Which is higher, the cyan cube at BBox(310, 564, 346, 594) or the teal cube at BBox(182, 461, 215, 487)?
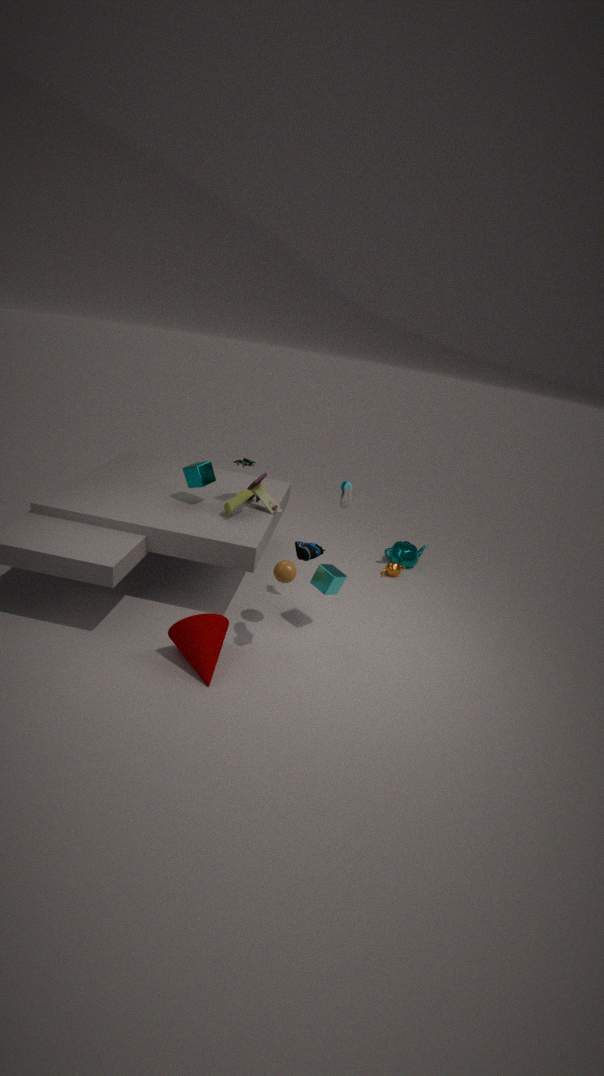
the teal cube at BBox(182, 461, 215, 487)
